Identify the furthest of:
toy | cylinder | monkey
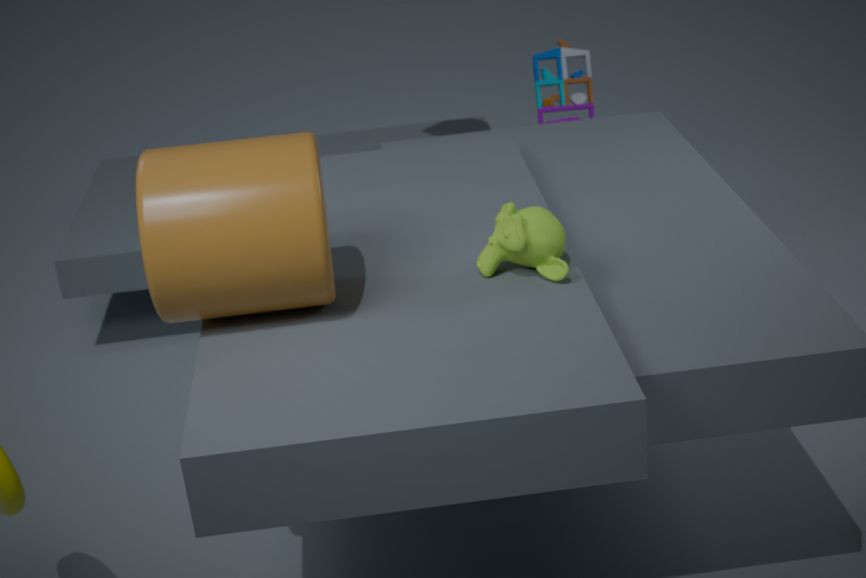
toy
